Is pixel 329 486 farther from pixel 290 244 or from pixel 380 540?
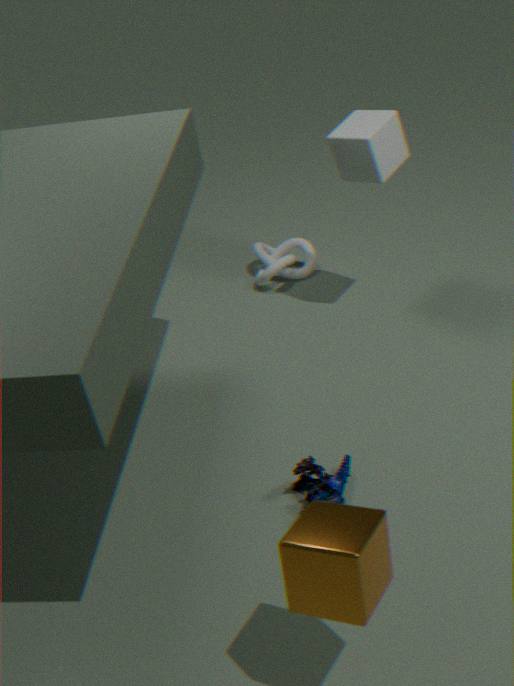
pixel 290 244
